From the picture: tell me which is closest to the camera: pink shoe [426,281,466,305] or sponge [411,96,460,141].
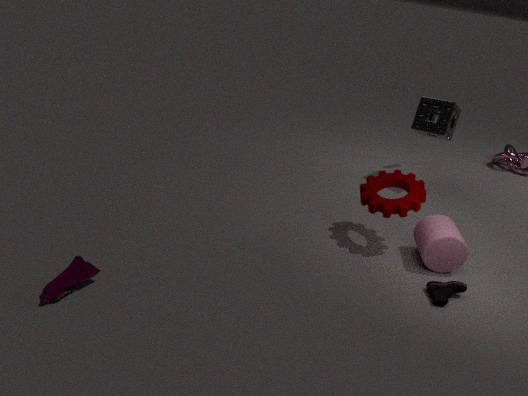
pink shoe [426,281,466,305]
